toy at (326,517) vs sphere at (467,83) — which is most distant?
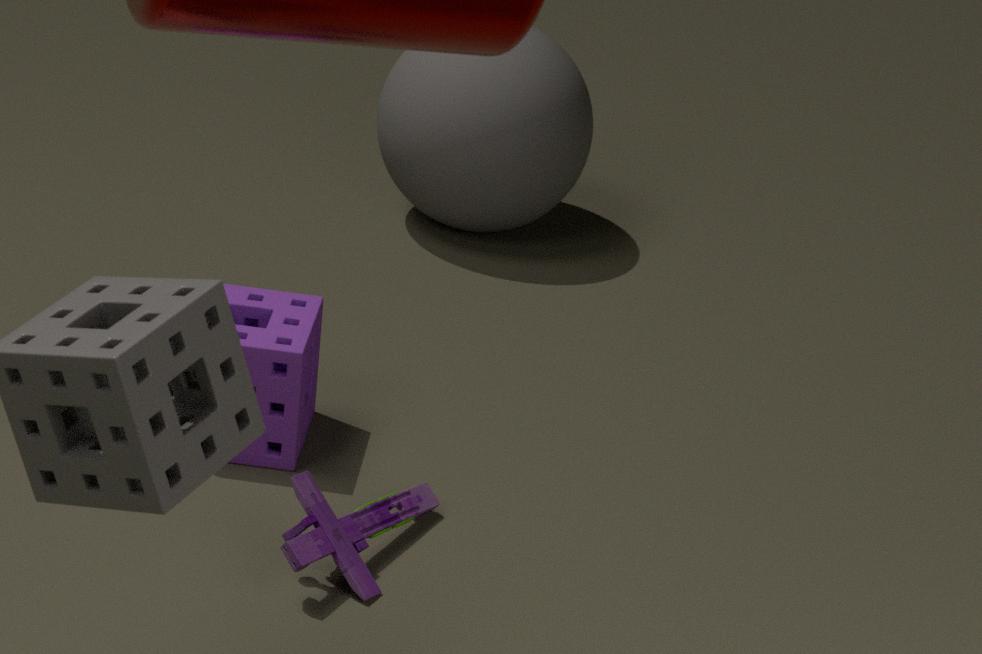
sphere at (467,83)
